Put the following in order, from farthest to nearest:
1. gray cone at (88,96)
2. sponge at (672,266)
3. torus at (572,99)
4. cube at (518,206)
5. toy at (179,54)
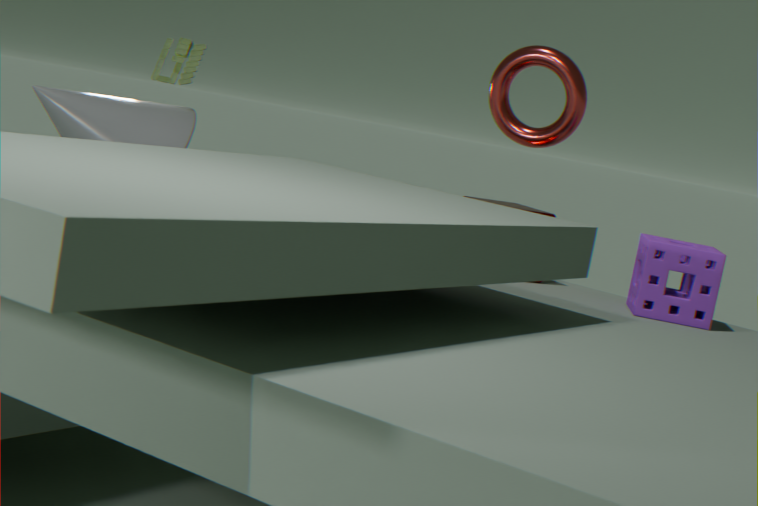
toy at (179,54), gray cone at (88,96), torus at (572,99), cube at (518,206), sponge at (672,266)
